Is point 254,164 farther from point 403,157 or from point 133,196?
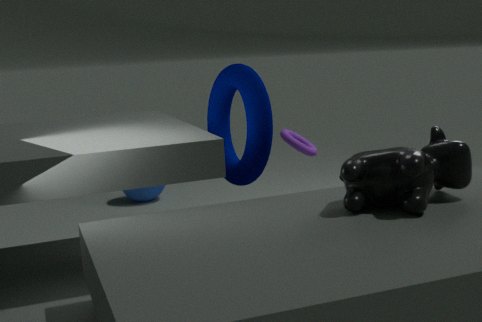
point 133,196
